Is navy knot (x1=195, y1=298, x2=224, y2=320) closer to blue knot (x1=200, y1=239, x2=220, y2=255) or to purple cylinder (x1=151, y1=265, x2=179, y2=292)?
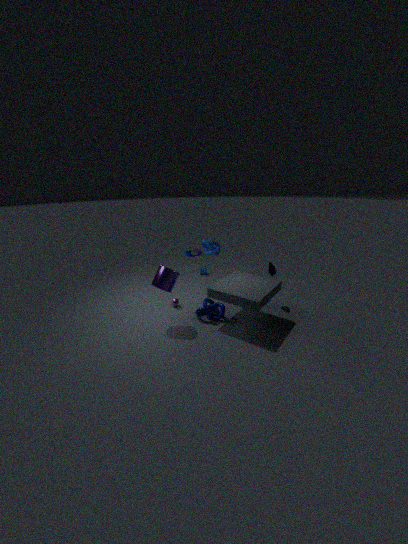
purple cylinder (x1=151, y1=265, x2=179, y2=292)
